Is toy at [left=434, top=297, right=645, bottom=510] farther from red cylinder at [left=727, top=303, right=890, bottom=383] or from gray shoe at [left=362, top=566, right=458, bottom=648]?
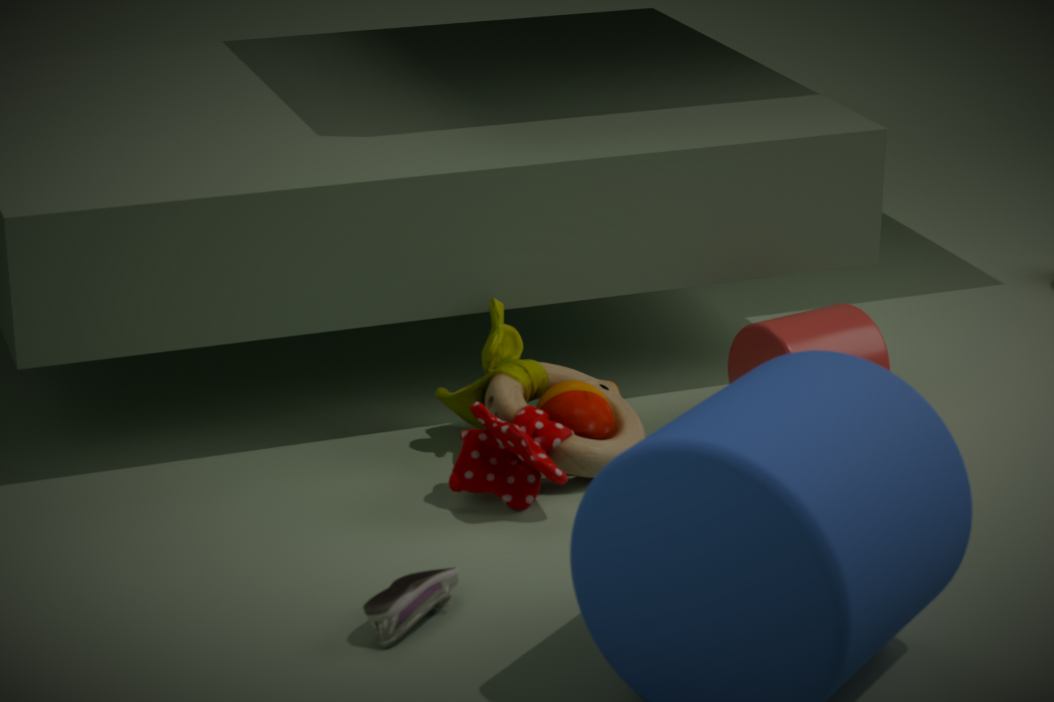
gray shoe at [left=362, top=566, right=458, bottom=648]
